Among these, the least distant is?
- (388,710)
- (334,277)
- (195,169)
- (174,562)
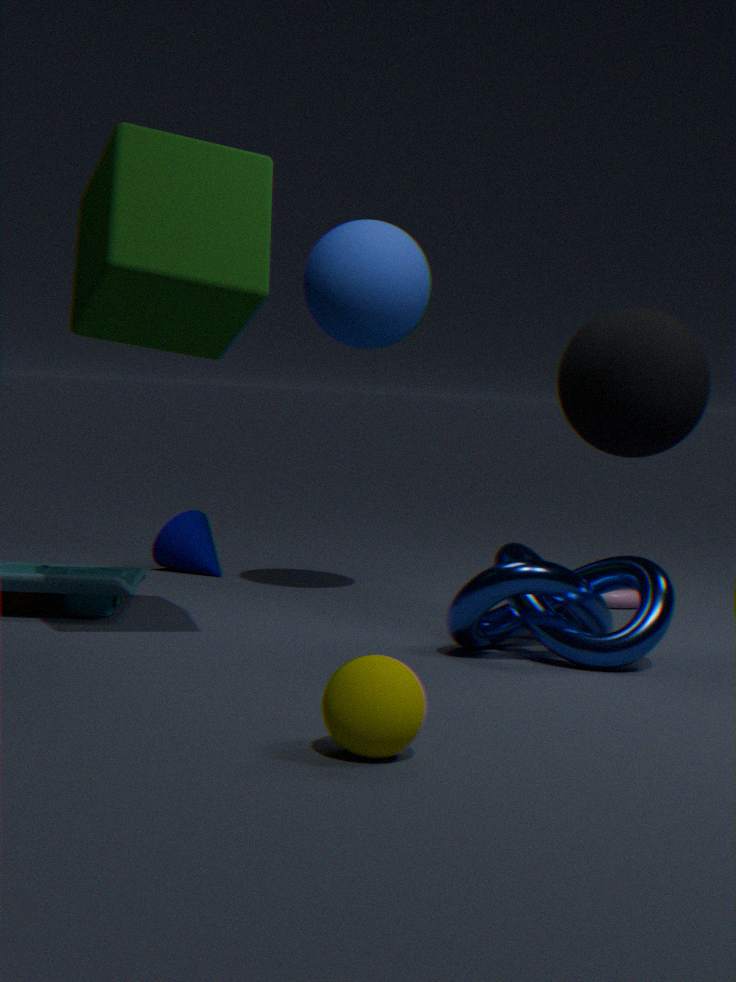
(388,710)
